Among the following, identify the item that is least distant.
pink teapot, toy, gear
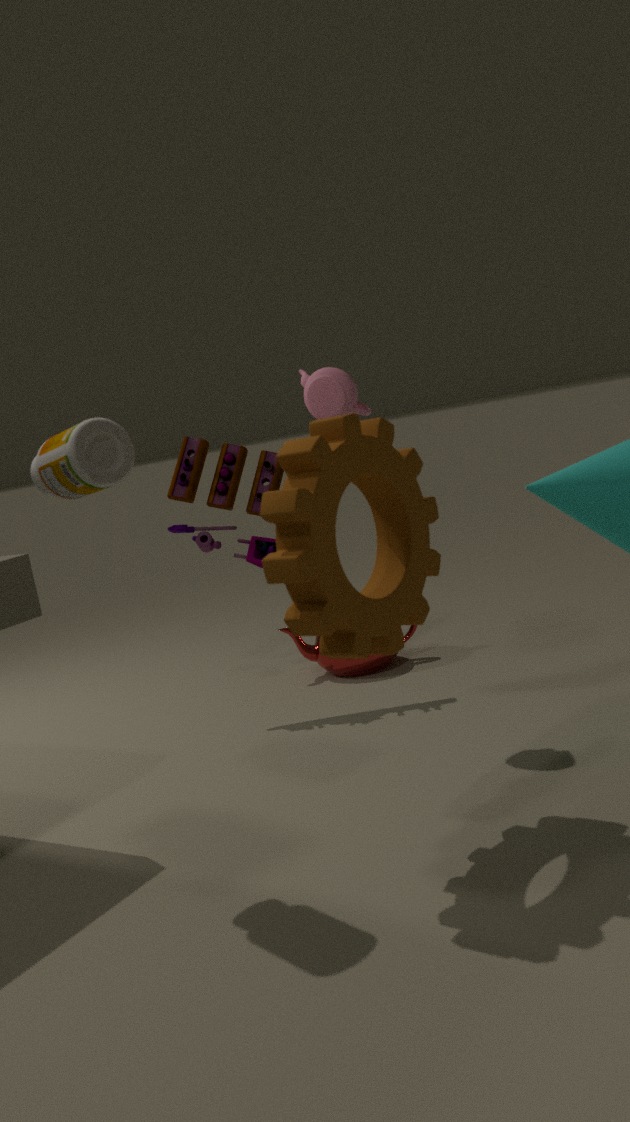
gear
